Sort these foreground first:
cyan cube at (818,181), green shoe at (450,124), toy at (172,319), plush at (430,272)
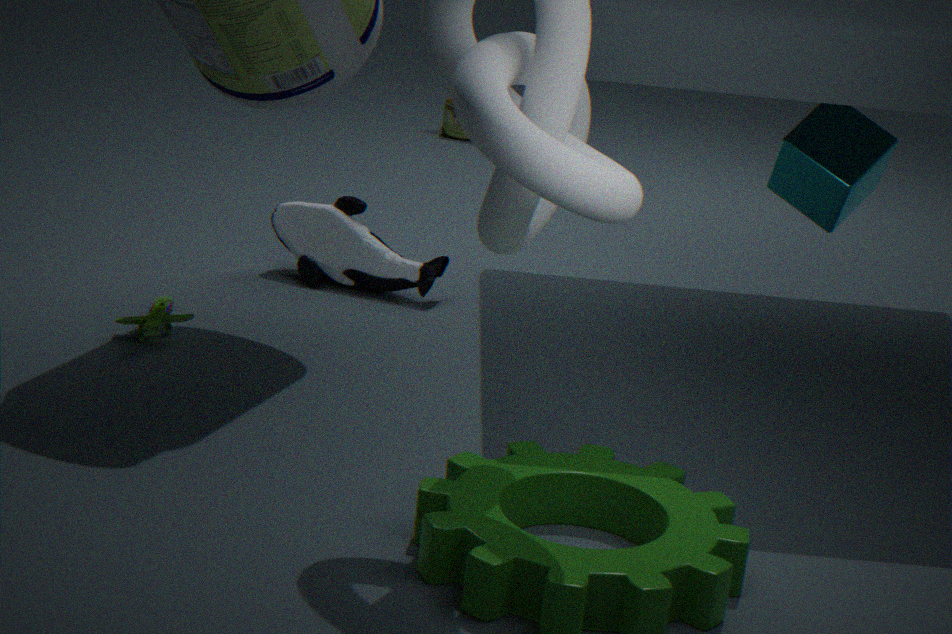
toy at (172,319) < cyan cube at (818,181) < plush at (430,272) < green shoe at (450,124)
